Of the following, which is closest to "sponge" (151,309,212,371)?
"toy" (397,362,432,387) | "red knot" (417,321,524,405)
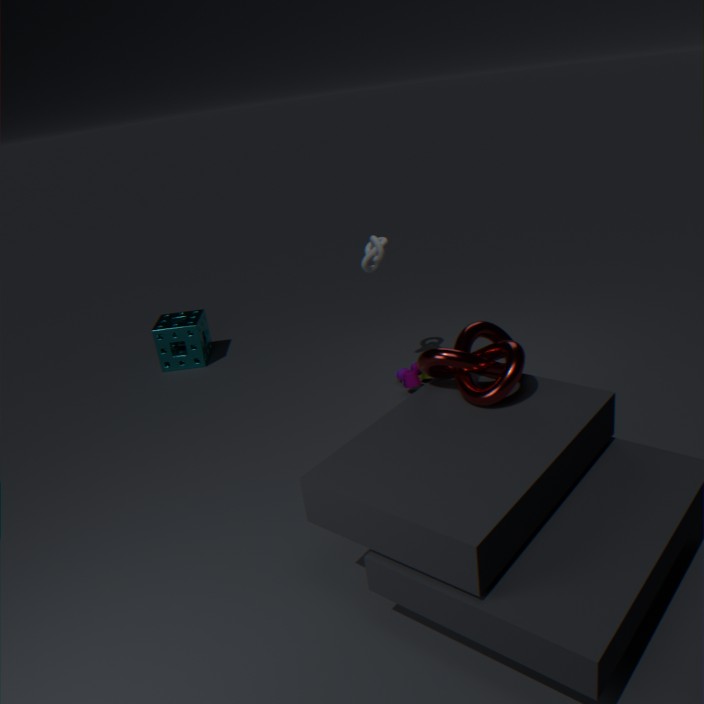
"toy" (397,362,432,387)
